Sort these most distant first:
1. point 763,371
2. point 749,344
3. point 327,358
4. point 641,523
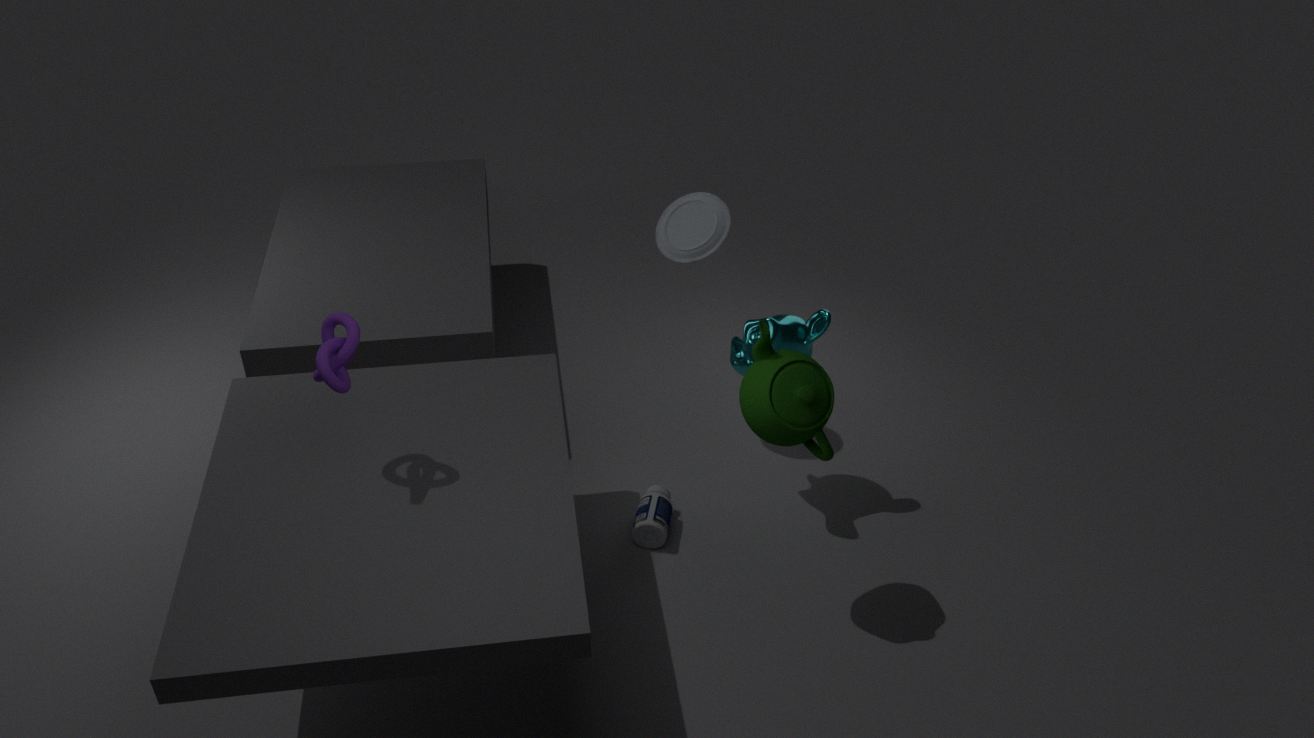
point 641,523
point 749,344
point 763,371
point 327,358
